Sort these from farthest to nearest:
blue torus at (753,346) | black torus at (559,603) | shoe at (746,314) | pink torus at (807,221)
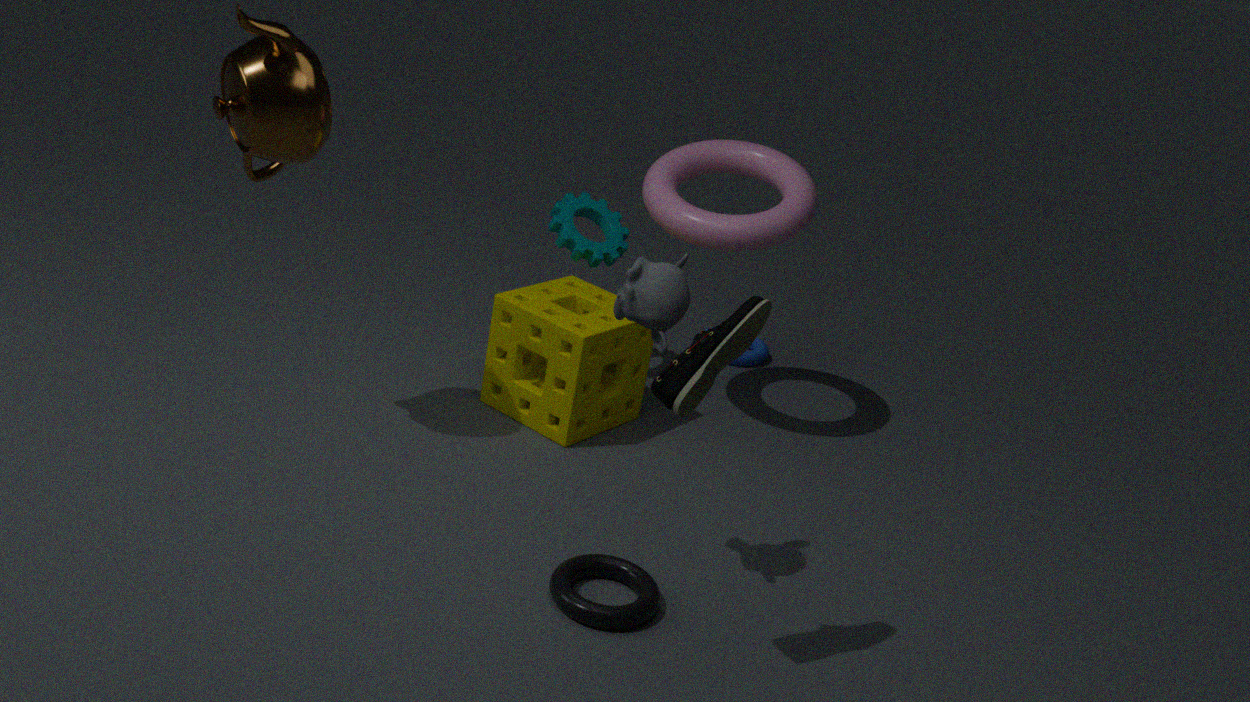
blue torus at (753,346) → pink torus at (807,221) → black torus at (559,603) → shoe at (746,314)
